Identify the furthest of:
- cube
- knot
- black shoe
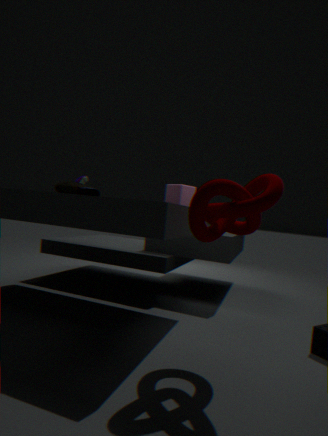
black shoe
